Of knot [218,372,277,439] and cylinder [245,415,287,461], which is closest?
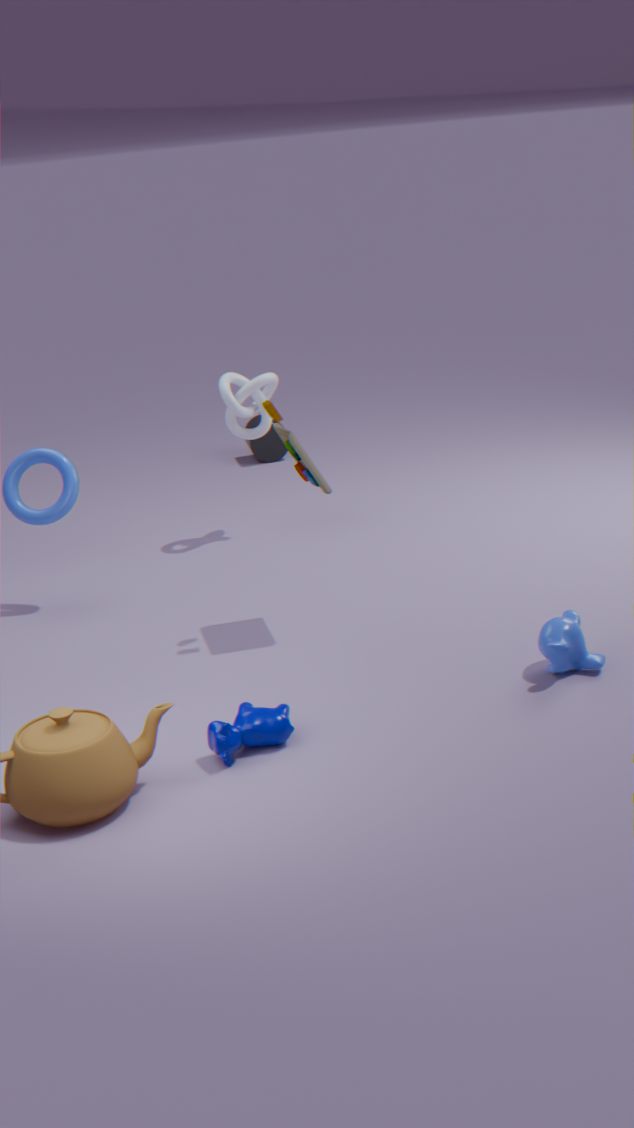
knot [218,372,277,439]
